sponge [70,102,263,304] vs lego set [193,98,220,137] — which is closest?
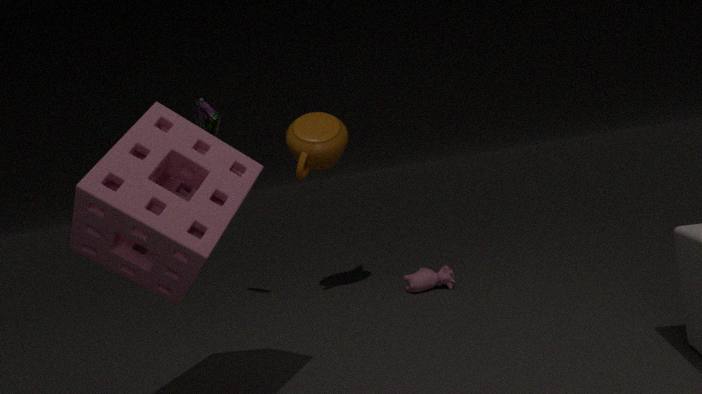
sponge [70,102,263,304]
